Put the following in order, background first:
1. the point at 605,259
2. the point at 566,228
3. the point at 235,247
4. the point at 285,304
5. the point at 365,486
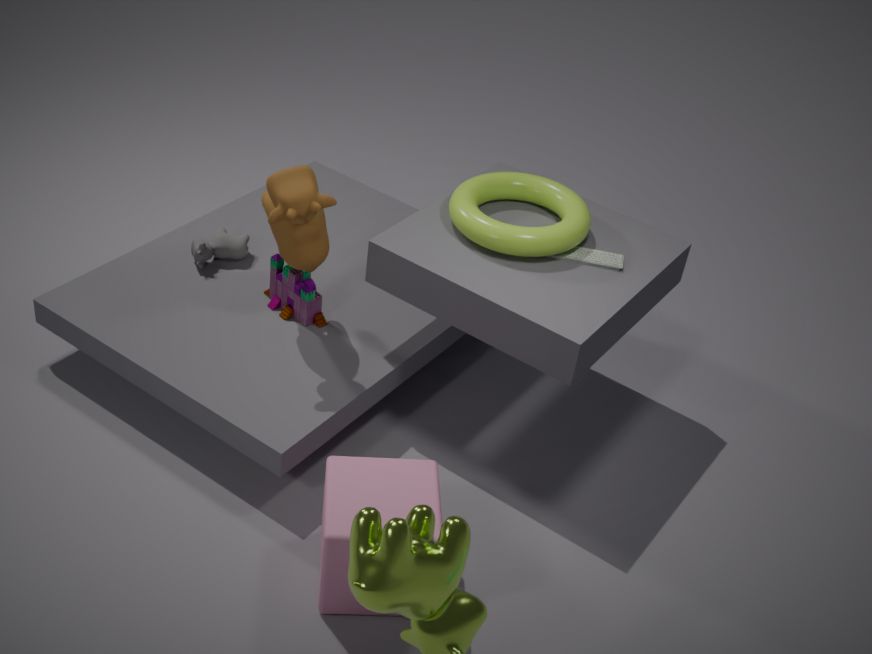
the point at 235,247 < the point at 285,304 < the point at 605,259 < the point at 566,228 < the point at 365,486
